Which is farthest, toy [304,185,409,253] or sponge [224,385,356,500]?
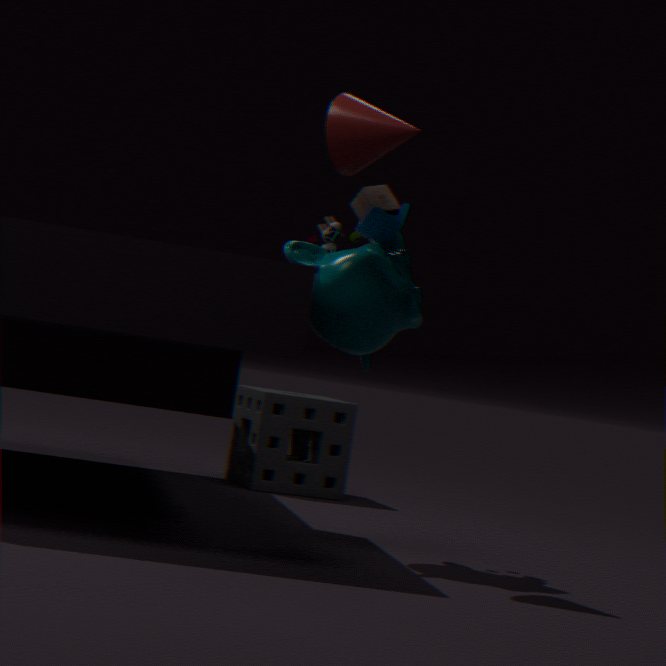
sponge [224,385,356,500]
